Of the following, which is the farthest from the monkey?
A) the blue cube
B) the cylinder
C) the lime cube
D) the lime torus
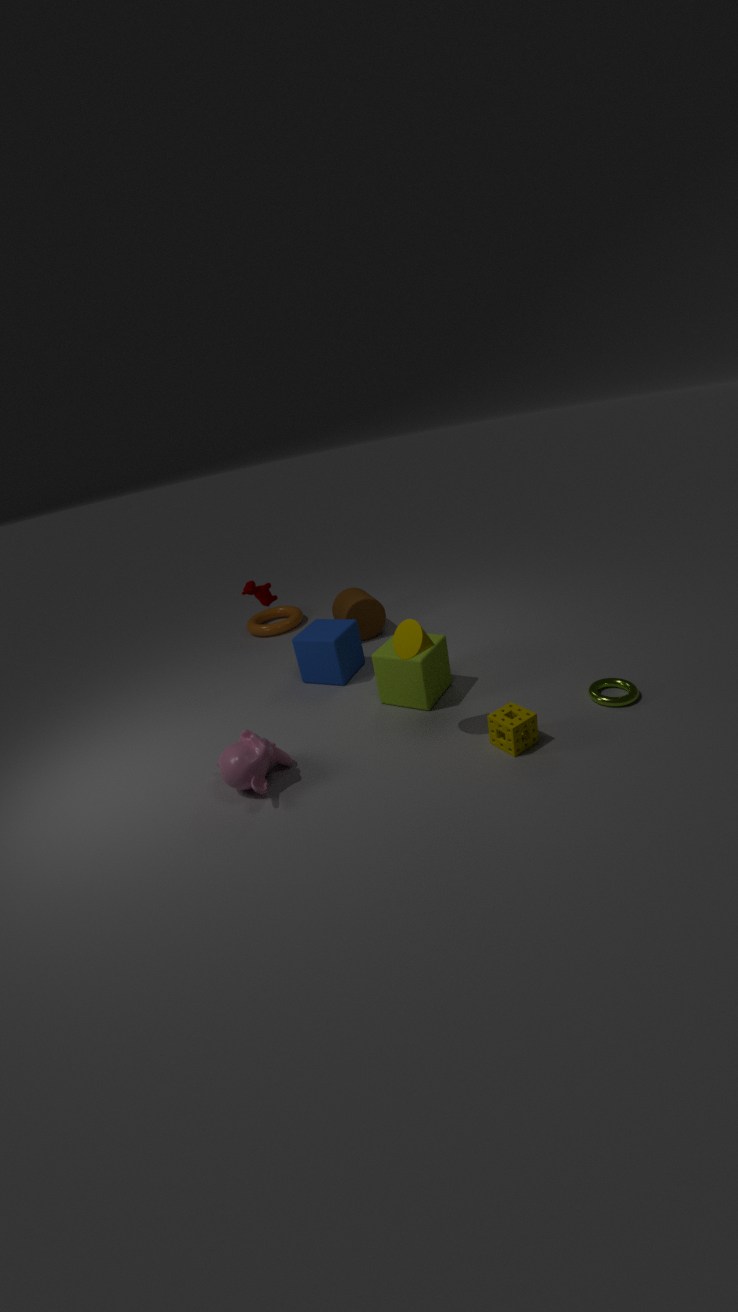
the lime torus
